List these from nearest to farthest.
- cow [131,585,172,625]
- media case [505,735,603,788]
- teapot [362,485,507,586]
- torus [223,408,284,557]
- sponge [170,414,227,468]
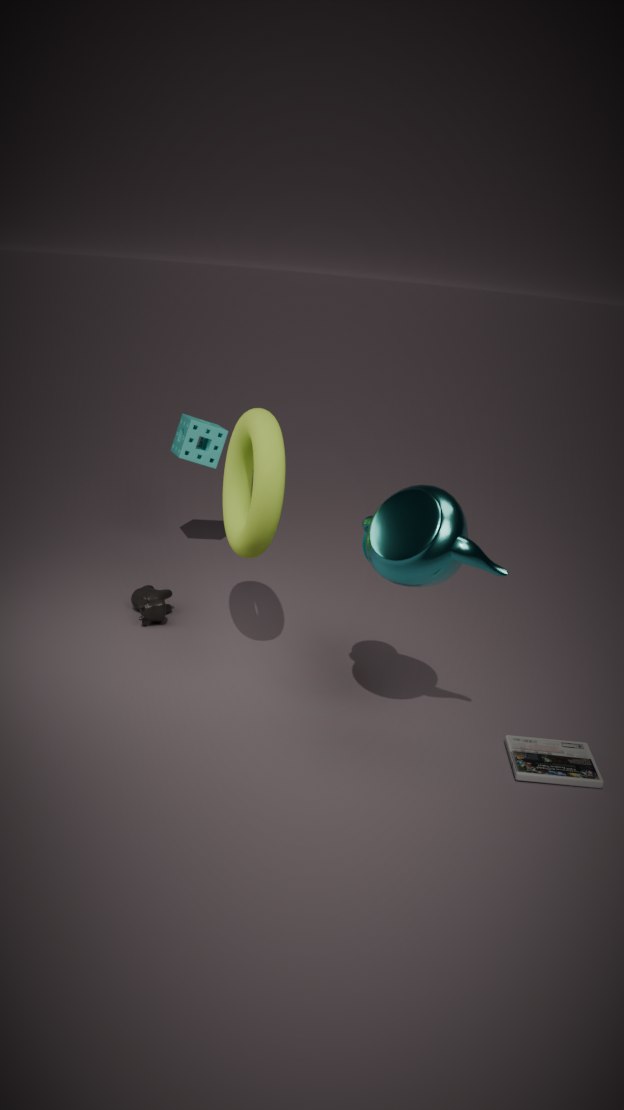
teapot [362,485,507,586] < media case [505,735,603,788] < torus [223,408,284,557] < cow [131,585,172,625] < sponge [170,414,227,468]
